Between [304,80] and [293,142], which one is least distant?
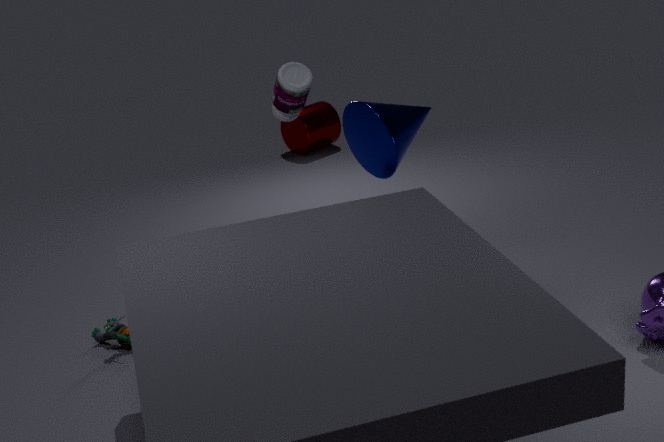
[304,80]
